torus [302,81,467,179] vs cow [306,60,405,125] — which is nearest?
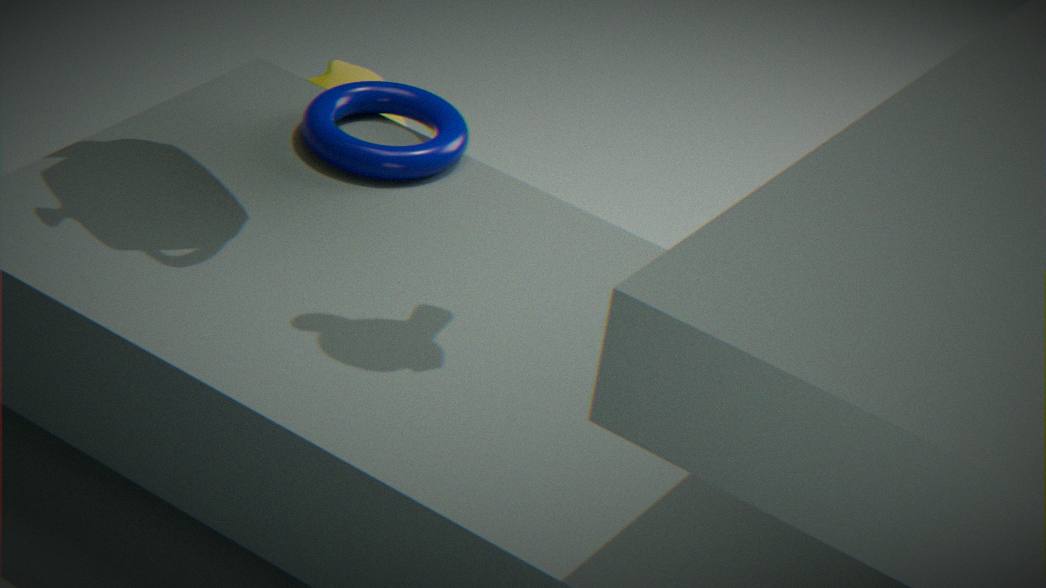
torus [302,81,467,179]
